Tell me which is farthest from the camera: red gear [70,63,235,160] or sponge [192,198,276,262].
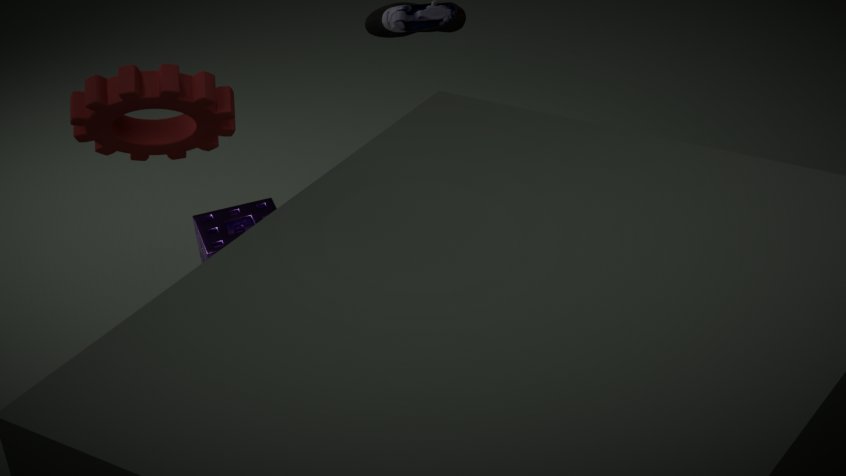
sponge [192,198,276,262]
